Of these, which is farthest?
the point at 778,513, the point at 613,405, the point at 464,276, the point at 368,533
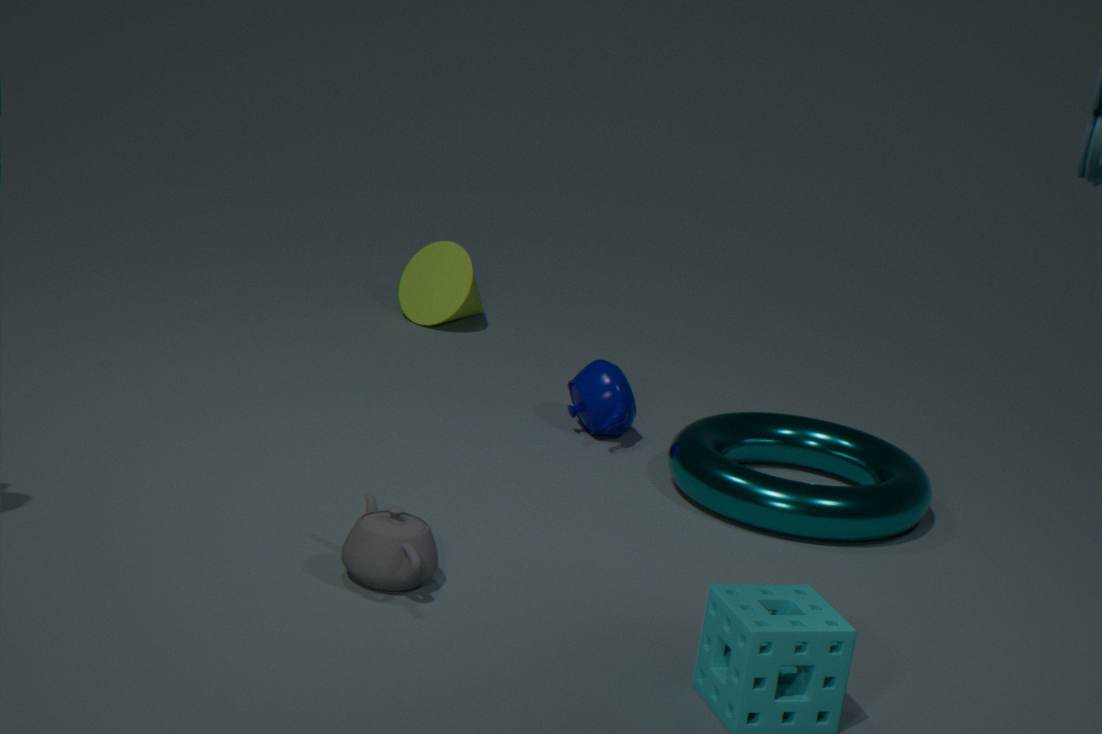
the point at 464,276
